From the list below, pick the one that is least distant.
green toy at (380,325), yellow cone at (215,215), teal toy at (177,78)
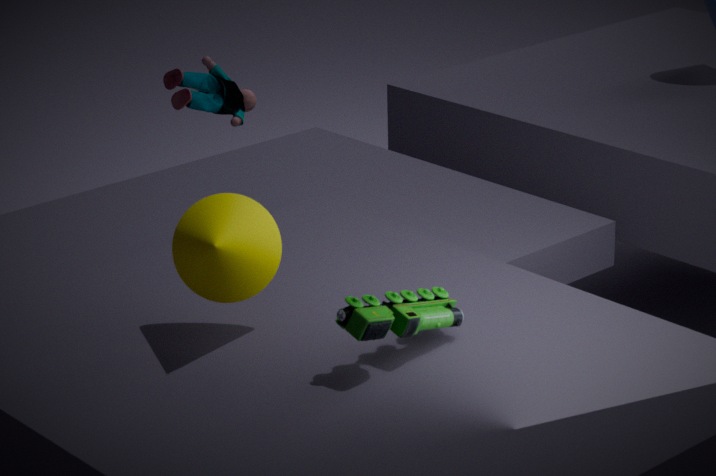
green toy at (380,325)
